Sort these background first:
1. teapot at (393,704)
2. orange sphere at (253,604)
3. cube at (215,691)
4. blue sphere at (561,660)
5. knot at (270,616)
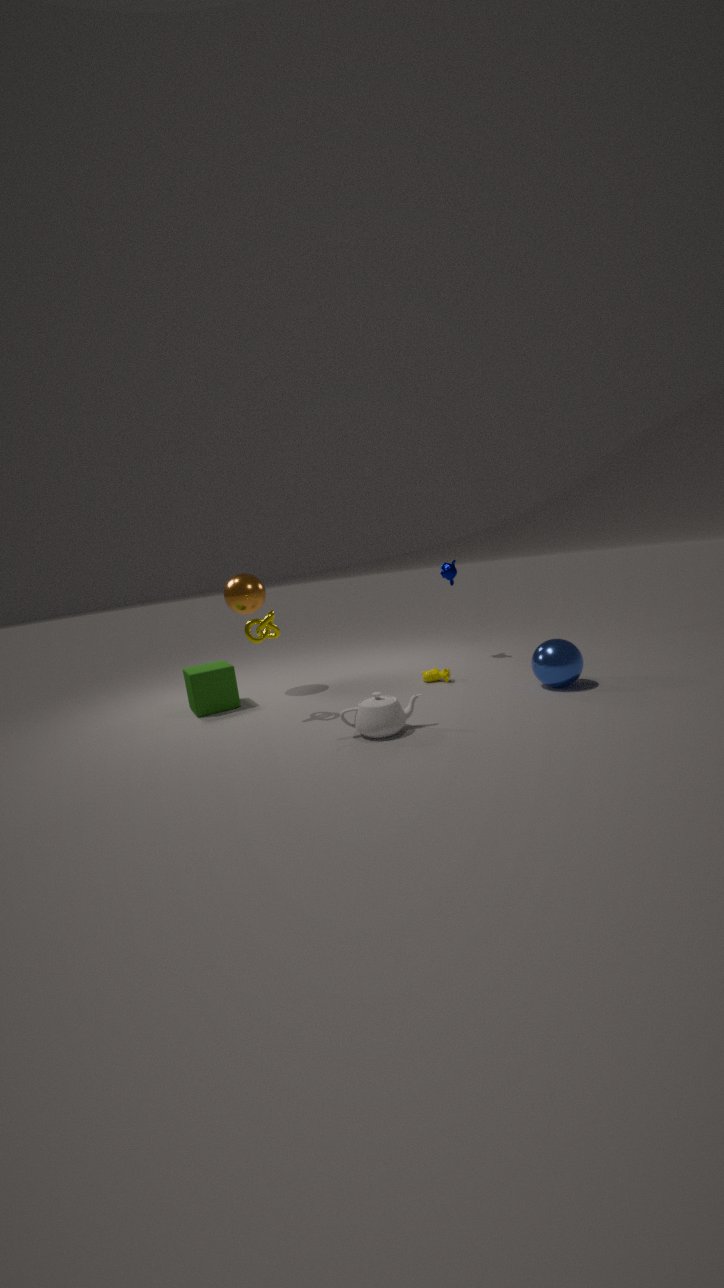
orange sphere at (253,604) < cube at (215,691) < blue sphere at (561,660) < knot at (270,616) < teapot at (393,704)
